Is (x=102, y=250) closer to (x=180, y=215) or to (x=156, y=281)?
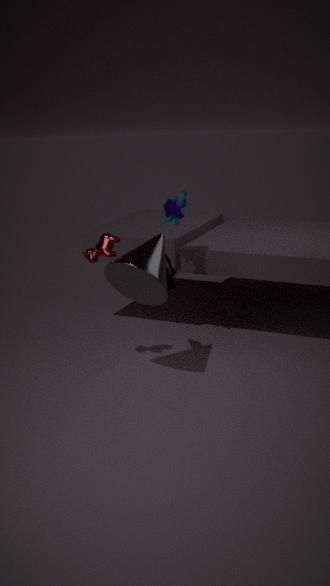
(x=156, y=281)
